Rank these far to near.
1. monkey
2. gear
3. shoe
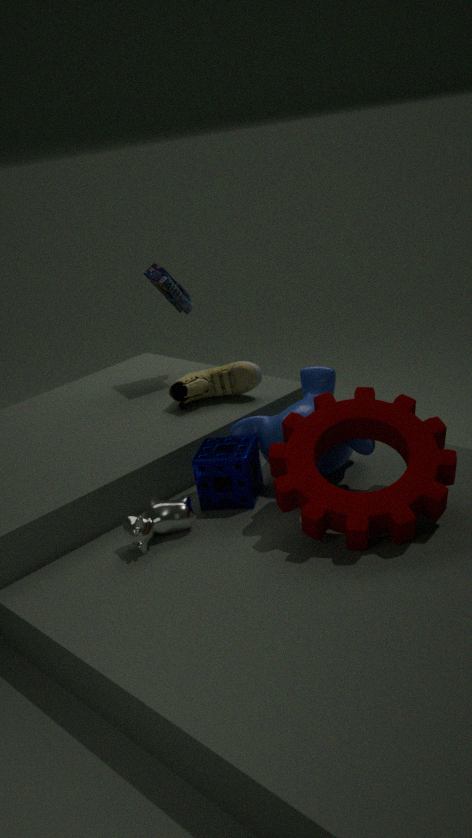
shoe → monkey → gear
